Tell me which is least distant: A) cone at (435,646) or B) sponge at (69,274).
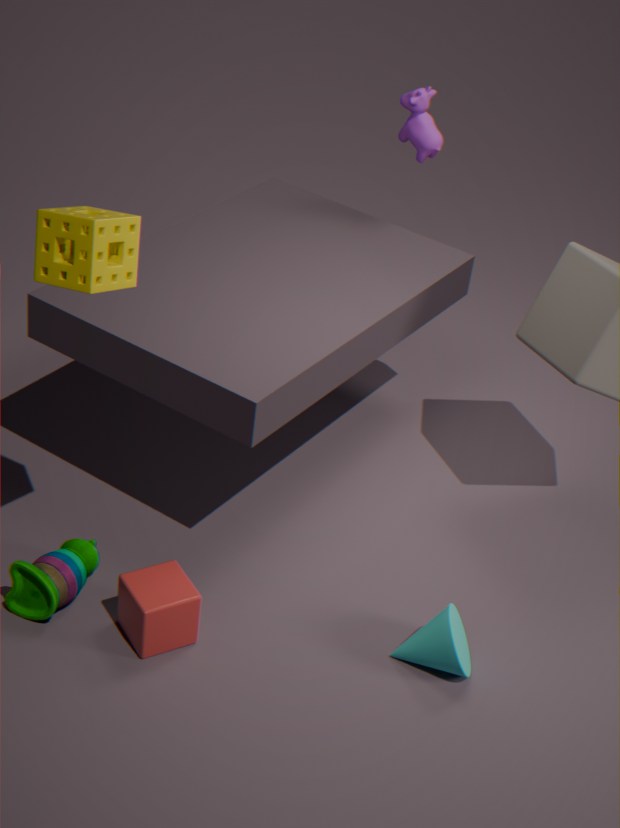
B. sponge at (69,274)
